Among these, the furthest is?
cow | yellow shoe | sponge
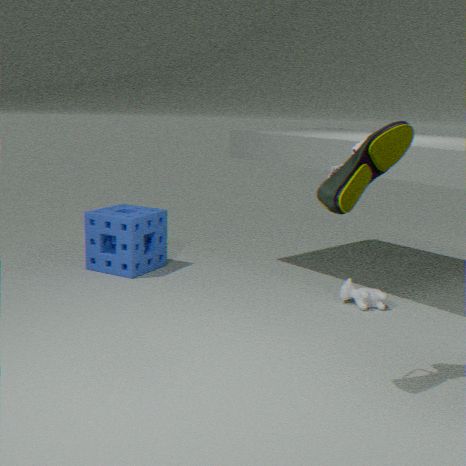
sponge
